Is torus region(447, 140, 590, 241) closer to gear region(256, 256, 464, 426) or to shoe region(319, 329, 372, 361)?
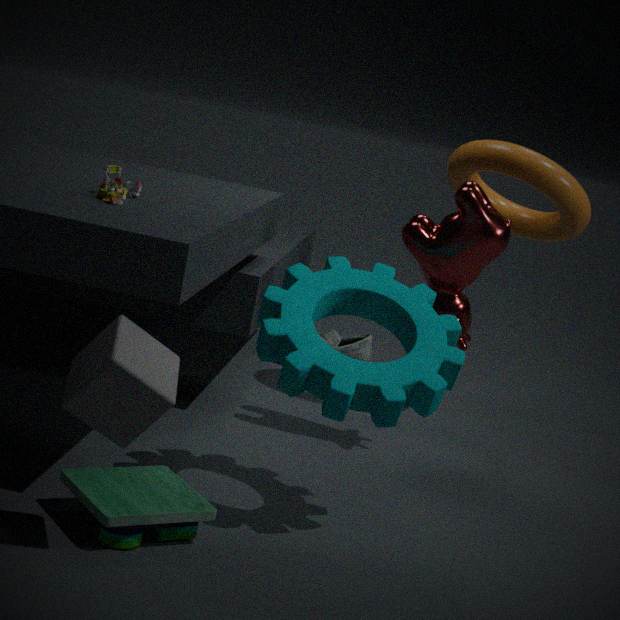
shoe region(319, 329, 372, 361)
